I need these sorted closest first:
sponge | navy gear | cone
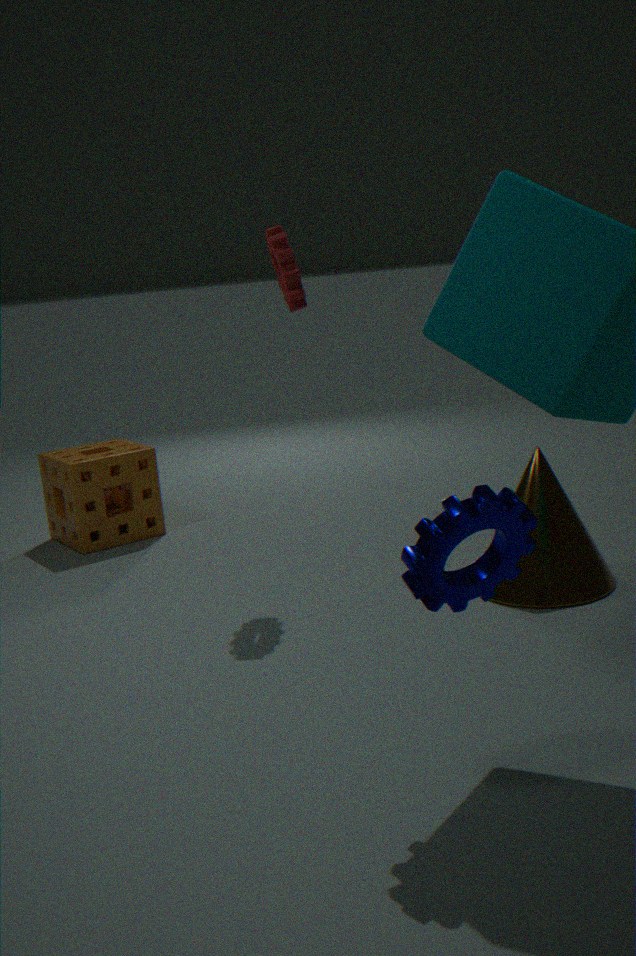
navy gear → cone → sponge
